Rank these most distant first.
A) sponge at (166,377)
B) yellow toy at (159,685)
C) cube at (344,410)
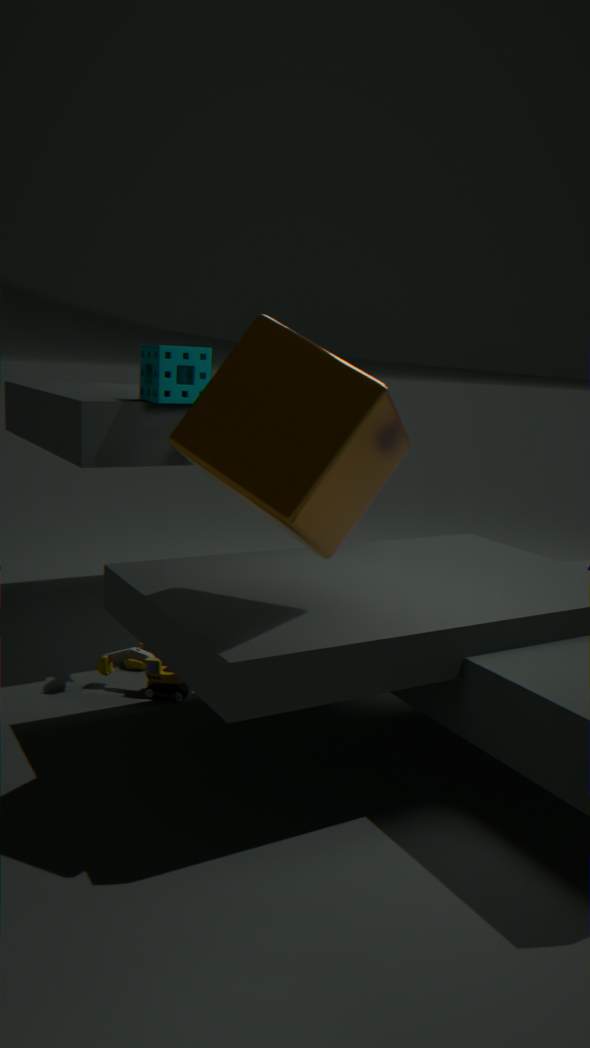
yellow toy at (159,685) → sponge at (166,377) → cube at (344,410)
